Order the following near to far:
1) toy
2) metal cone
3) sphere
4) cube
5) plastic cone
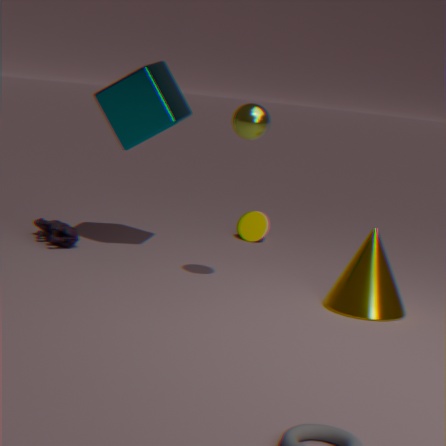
3. sphere → 2. metal cone → 4. cube → 1. toy → 5. plastic cone
